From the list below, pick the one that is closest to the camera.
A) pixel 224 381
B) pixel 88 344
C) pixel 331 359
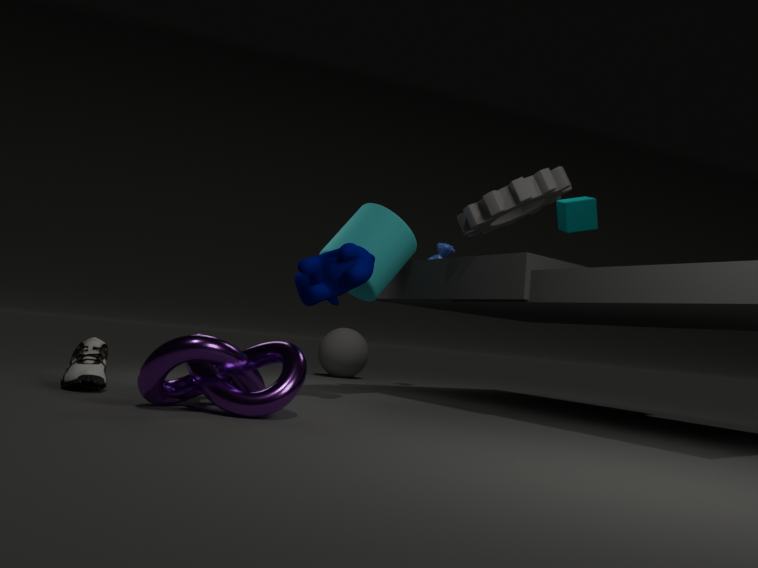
pixel 224 381
